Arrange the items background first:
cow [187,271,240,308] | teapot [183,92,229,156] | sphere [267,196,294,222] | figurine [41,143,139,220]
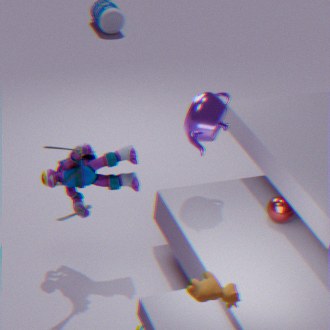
sphere [267,196,294,222]
teapot [183,92,229,156]
figurine [41,143,139,220]
cow [187,271,240,308]
